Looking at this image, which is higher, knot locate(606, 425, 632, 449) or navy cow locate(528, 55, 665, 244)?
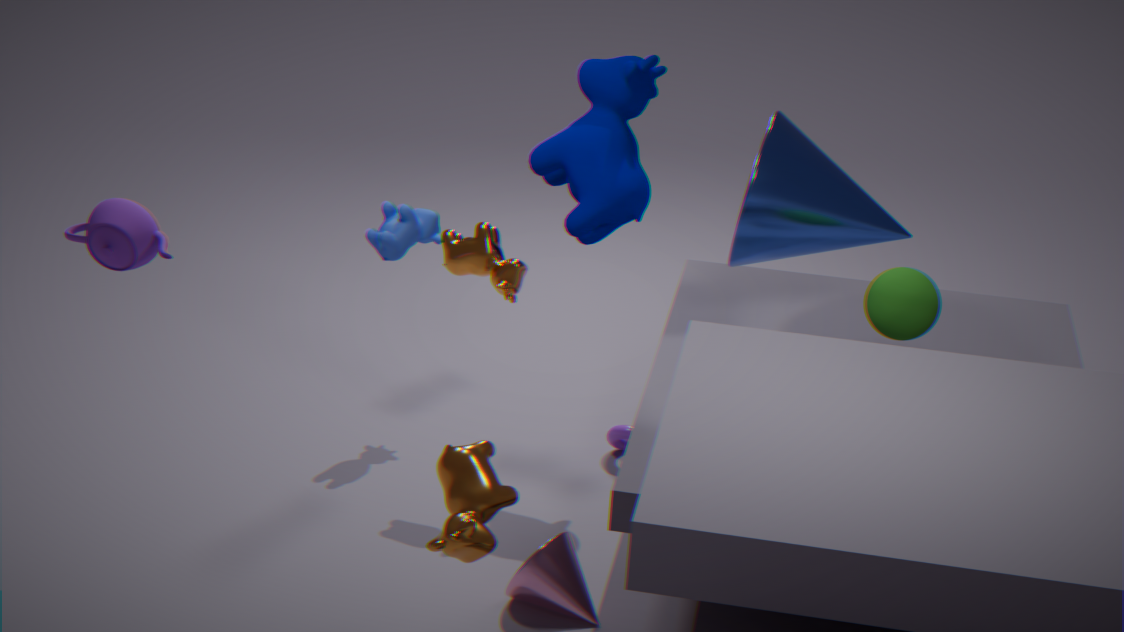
navy cow locate(528, 55, 665, 244)
